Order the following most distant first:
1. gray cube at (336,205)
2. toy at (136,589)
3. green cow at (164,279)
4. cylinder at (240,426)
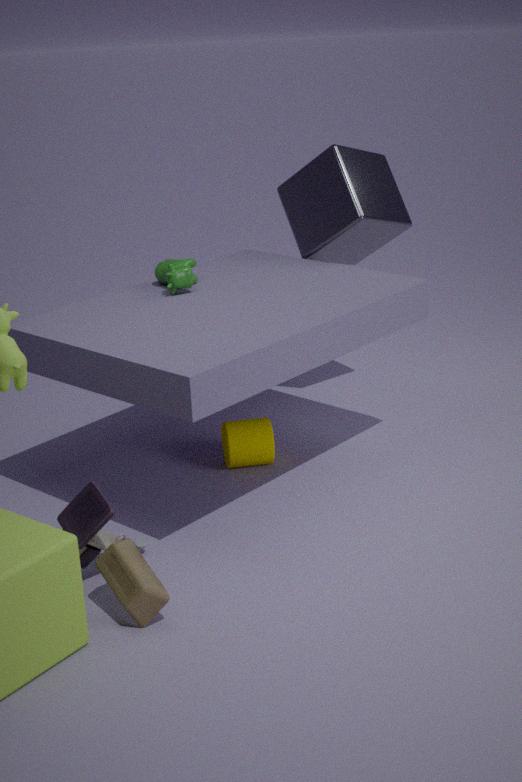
gray cube at (336,205)
cylinder at (240,426)
green cow at (164,279)
toy at (136,589)
